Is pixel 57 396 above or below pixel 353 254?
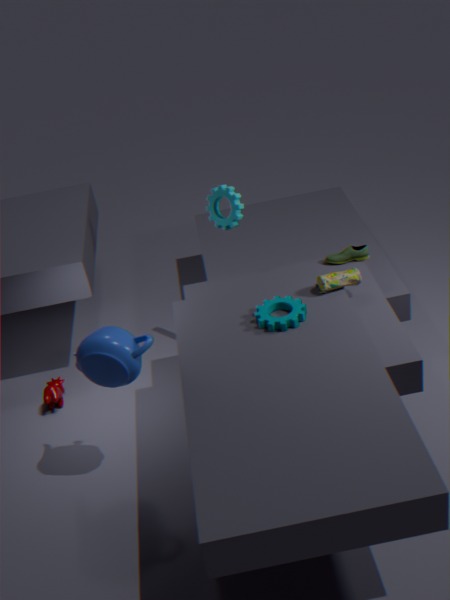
below
